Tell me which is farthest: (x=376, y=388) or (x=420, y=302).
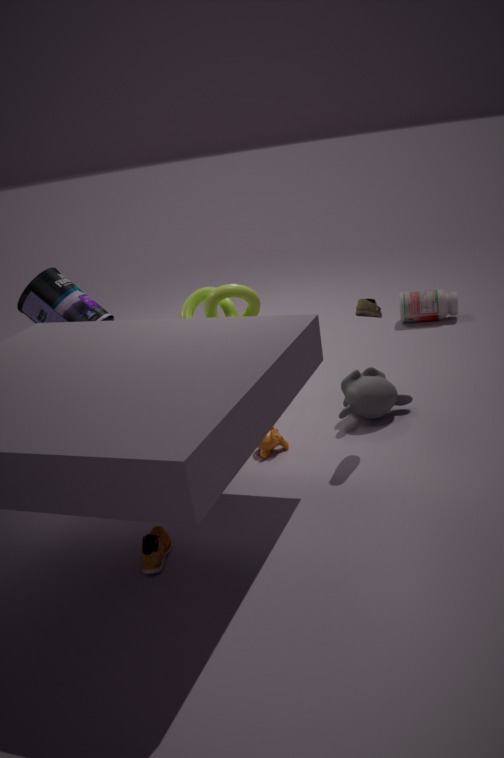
(x=420, y=302)
